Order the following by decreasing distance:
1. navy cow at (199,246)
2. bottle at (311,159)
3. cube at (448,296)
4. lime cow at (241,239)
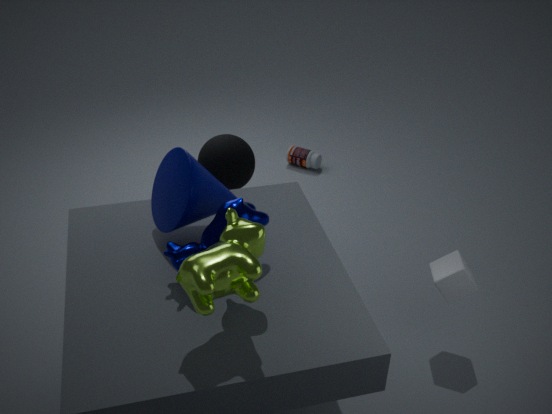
bottle at (311,159)
cube at (448,296)
navy cow at (199,246)
lime cow at (241,239)
